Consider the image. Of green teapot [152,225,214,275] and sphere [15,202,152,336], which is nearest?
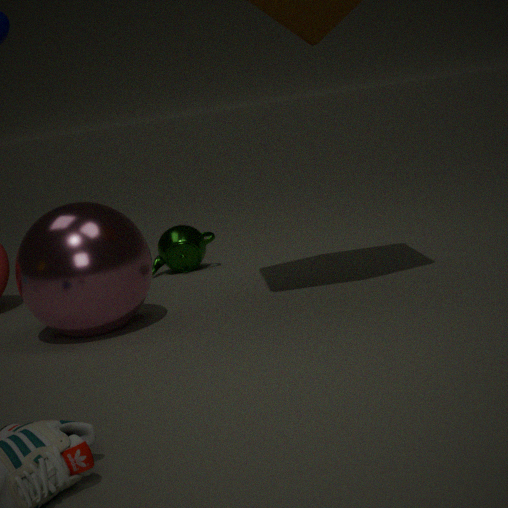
sphere [15,202,152,336]
